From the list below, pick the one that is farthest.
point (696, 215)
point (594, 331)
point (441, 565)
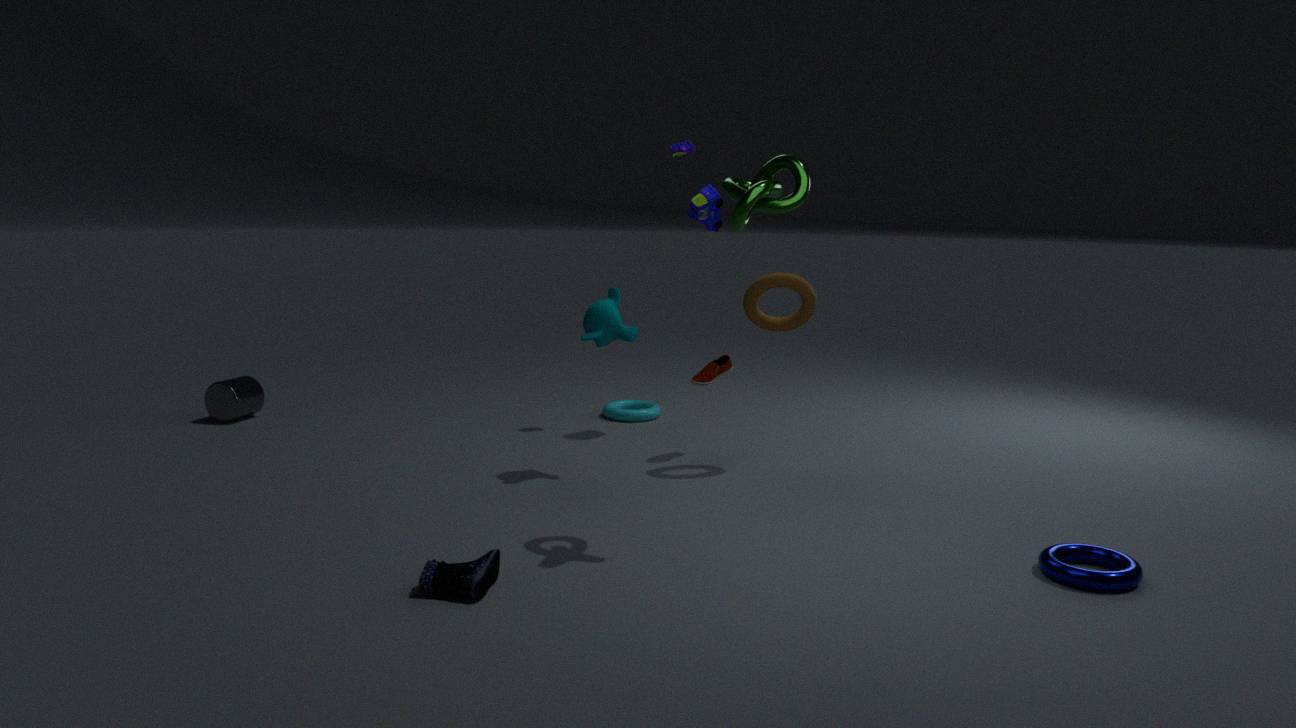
point (696, 215)
